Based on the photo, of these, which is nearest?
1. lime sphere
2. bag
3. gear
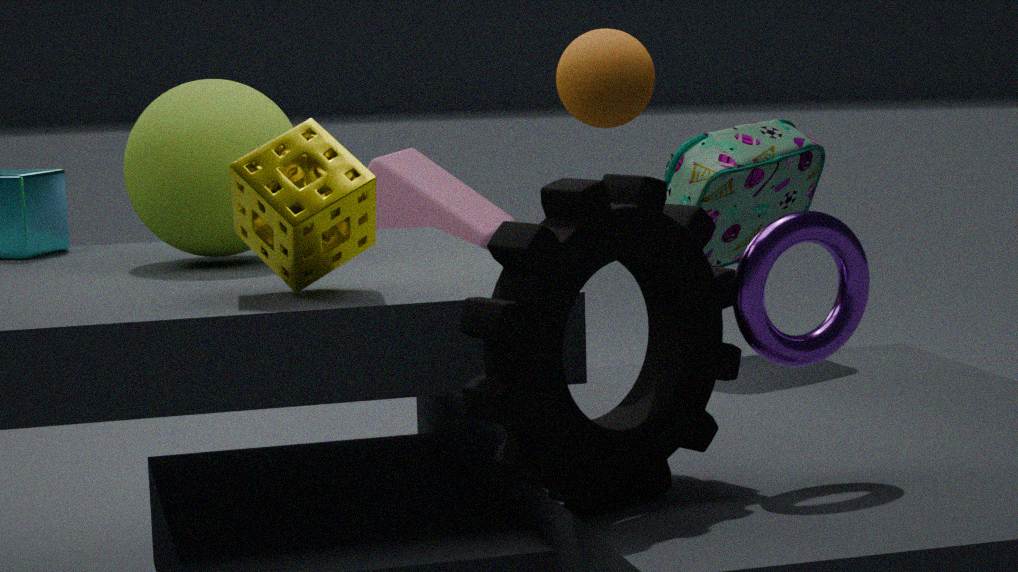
gear
